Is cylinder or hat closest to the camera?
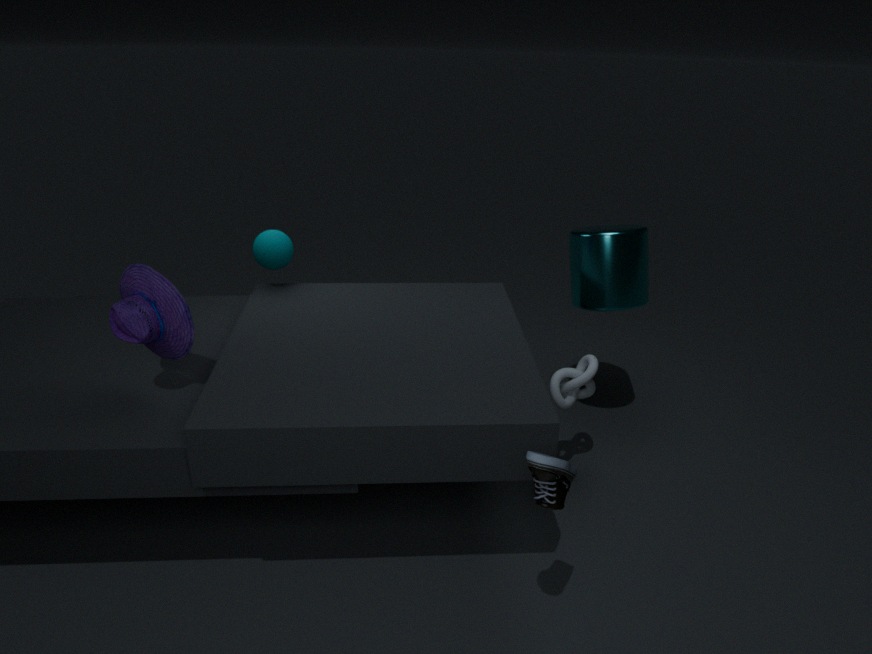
hat
